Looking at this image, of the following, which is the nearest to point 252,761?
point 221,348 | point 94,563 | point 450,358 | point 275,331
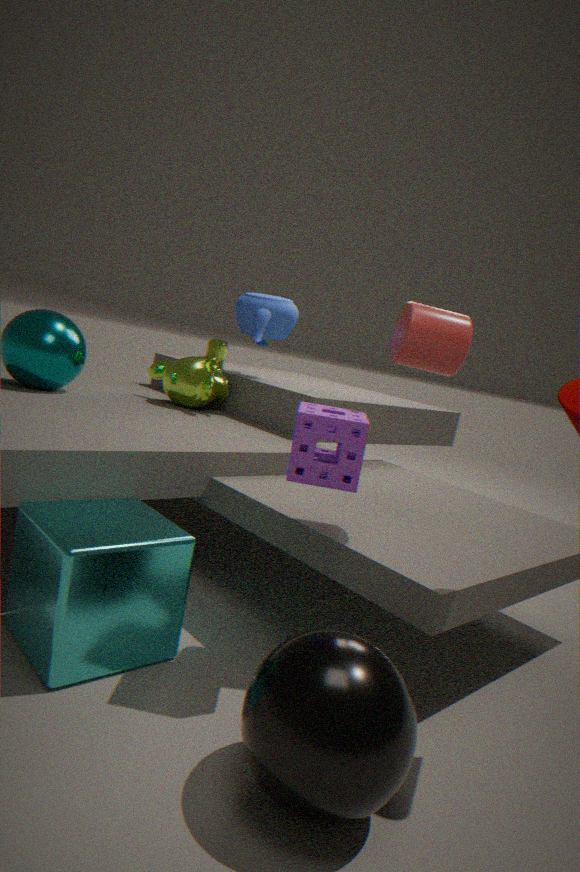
point 94,563
